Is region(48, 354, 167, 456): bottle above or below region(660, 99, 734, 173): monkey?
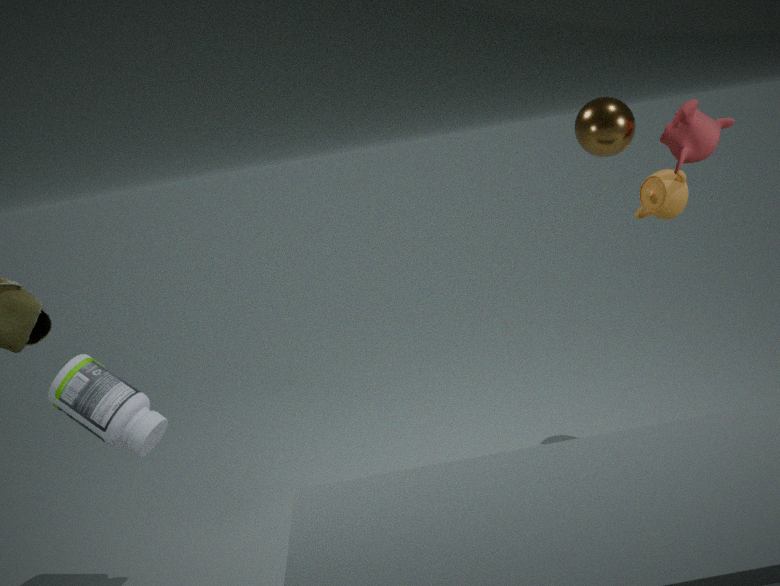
below
